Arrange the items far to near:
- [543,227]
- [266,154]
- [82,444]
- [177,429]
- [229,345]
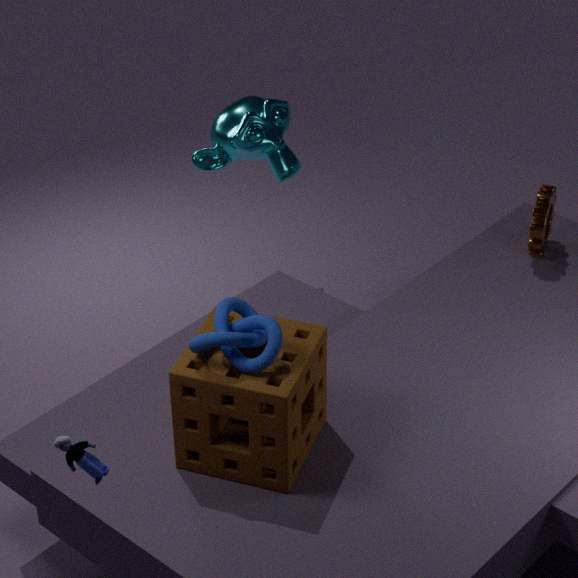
[266,154]
[543,227]
[177,429]
[229,345]
[82,444]
